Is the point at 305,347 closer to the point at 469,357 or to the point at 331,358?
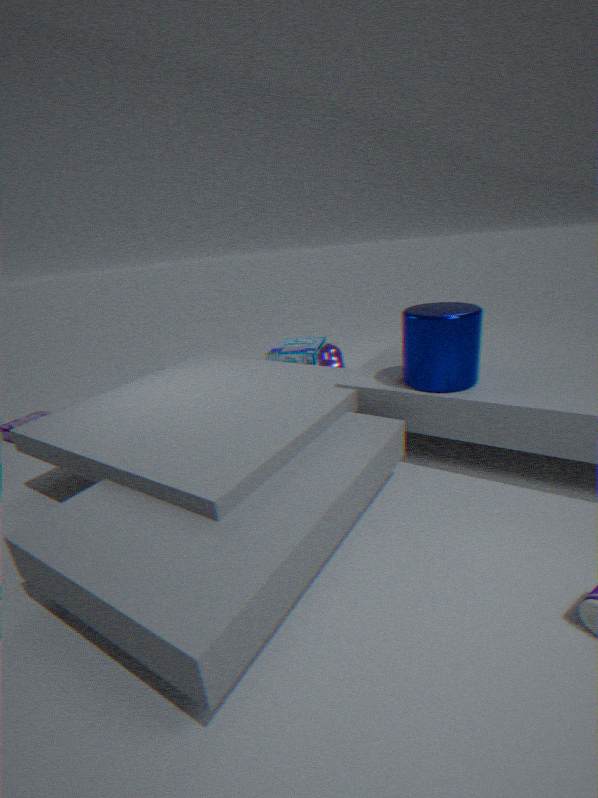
the point at 331,358
